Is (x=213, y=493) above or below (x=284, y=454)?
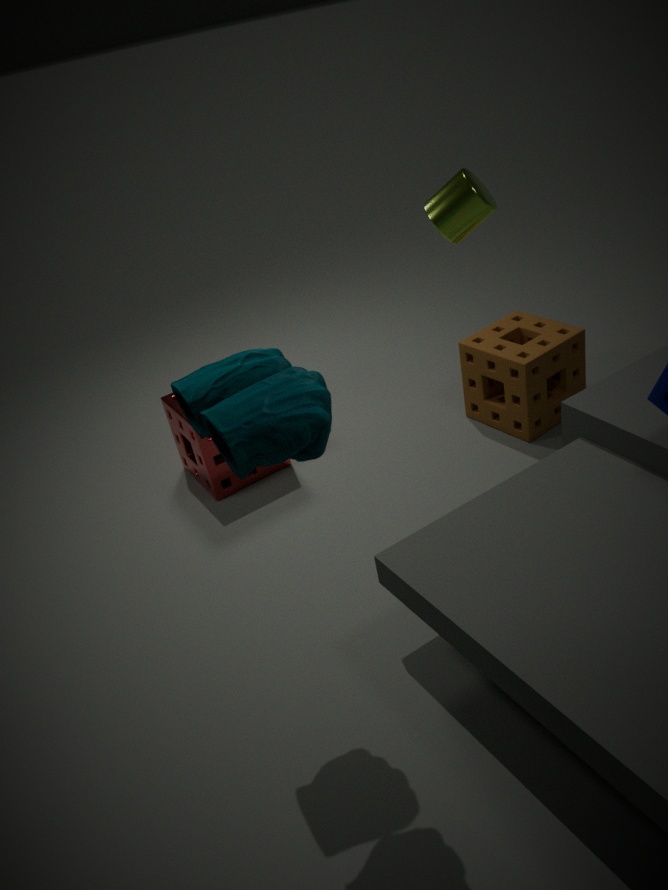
below
